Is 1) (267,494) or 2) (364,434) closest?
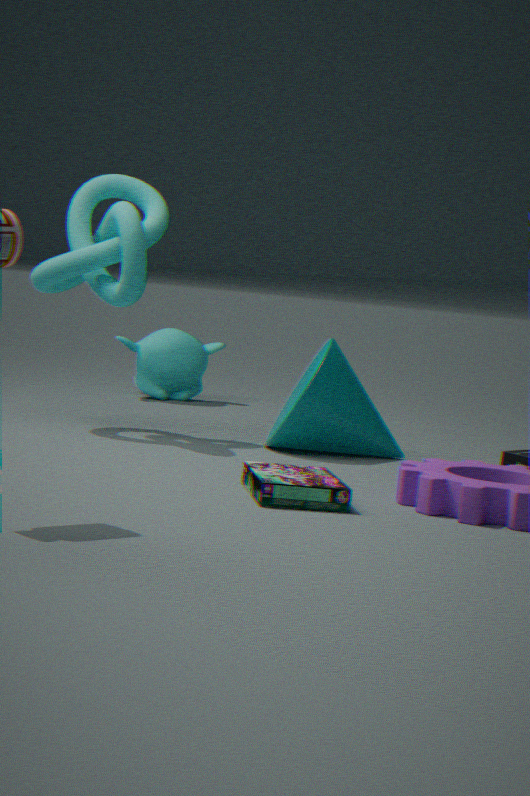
1. (267,494)
